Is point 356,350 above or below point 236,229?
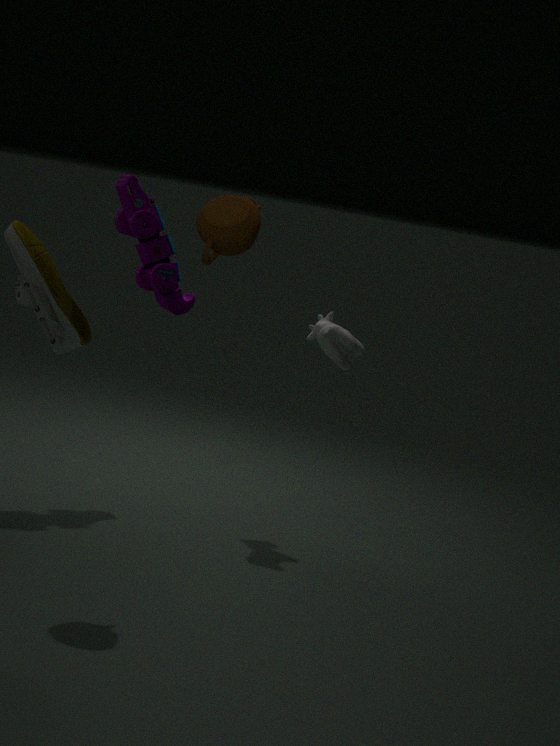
below
